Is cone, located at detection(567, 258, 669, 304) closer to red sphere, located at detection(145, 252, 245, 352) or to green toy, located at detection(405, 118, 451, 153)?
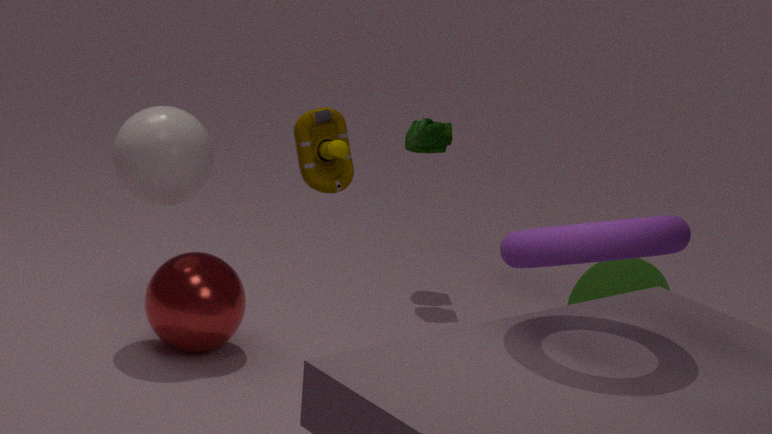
green toy, located at detection(405, 118, 451, 153)
